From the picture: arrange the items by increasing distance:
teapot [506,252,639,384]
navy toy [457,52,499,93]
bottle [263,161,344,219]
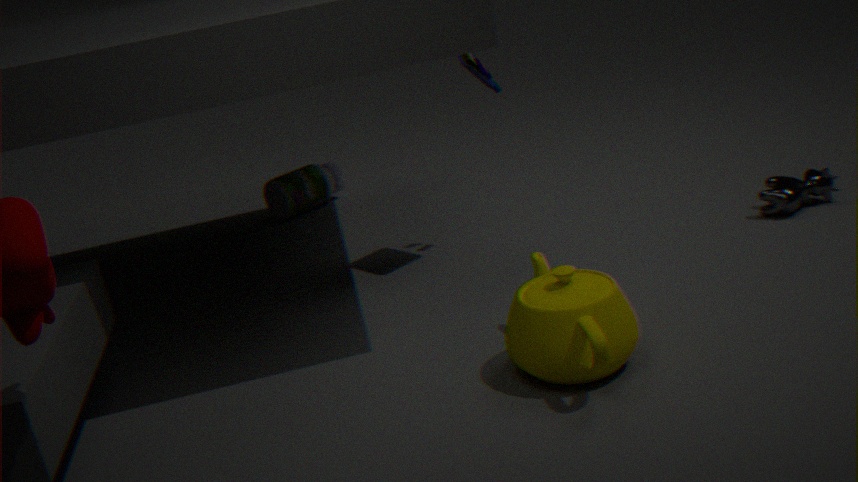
1. teapot [506,252,639,384]
2. navy toy [457,52,499,93]
3. bottle [263,161,344,219]
